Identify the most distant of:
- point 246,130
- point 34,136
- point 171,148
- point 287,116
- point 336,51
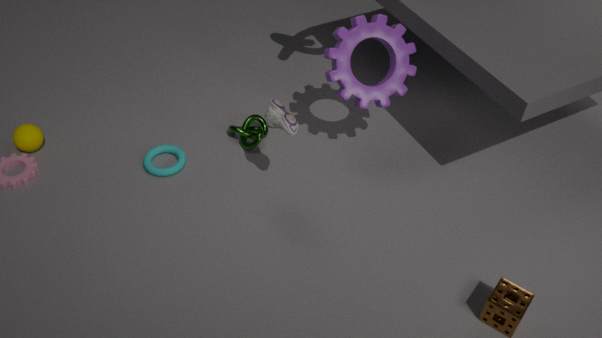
point 246,130
